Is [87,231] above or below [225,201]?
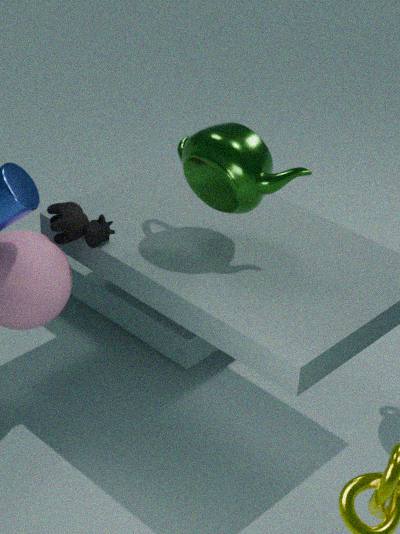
below
